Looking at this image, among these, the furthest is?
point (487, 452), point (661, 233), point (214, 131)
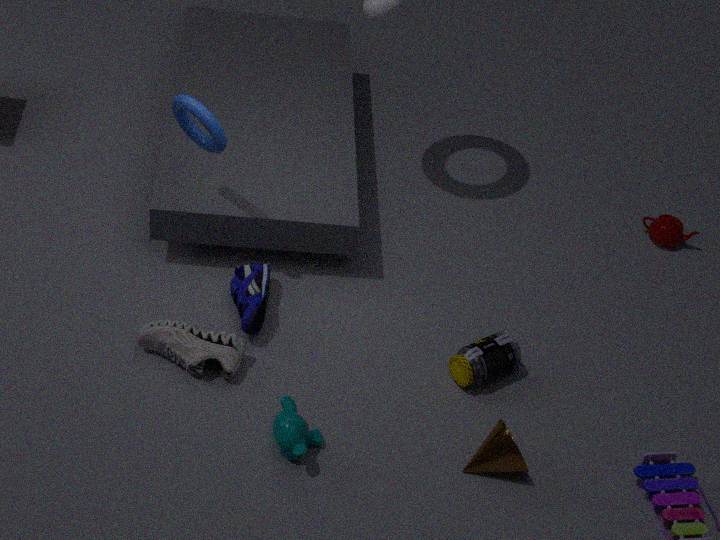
point (661, 233)
